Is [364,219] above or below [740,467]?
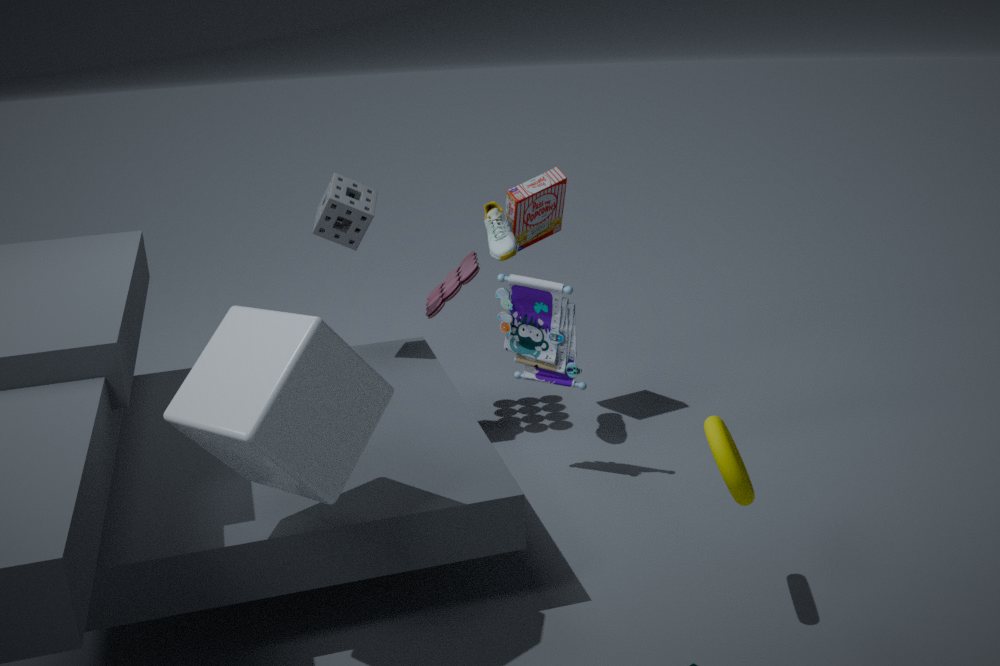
above
